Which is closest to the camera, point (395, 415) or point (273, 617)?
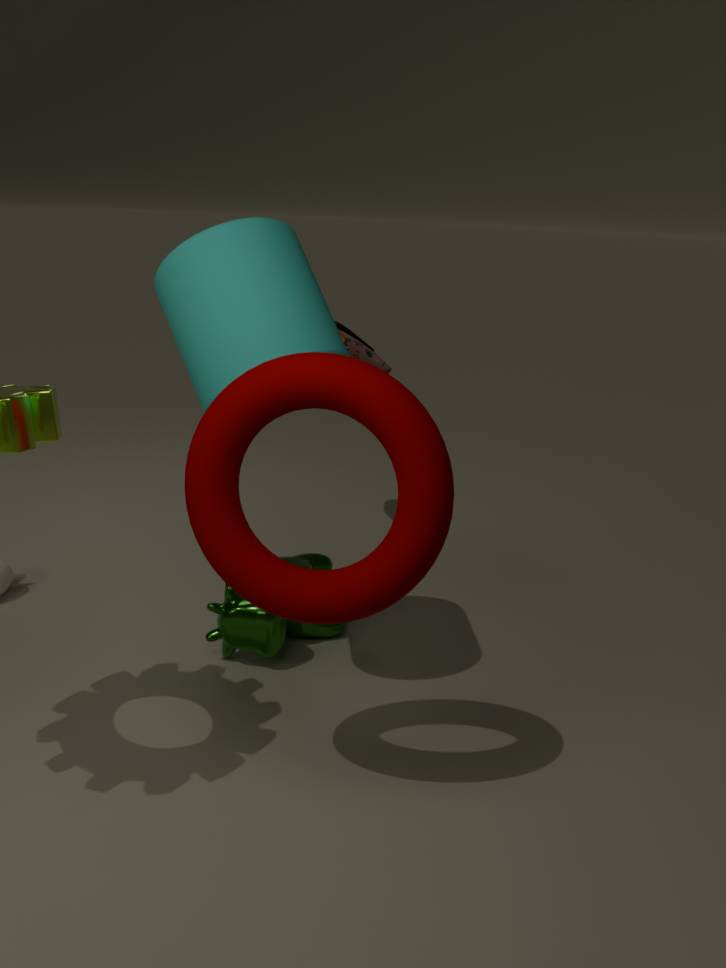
point (395, 415)
